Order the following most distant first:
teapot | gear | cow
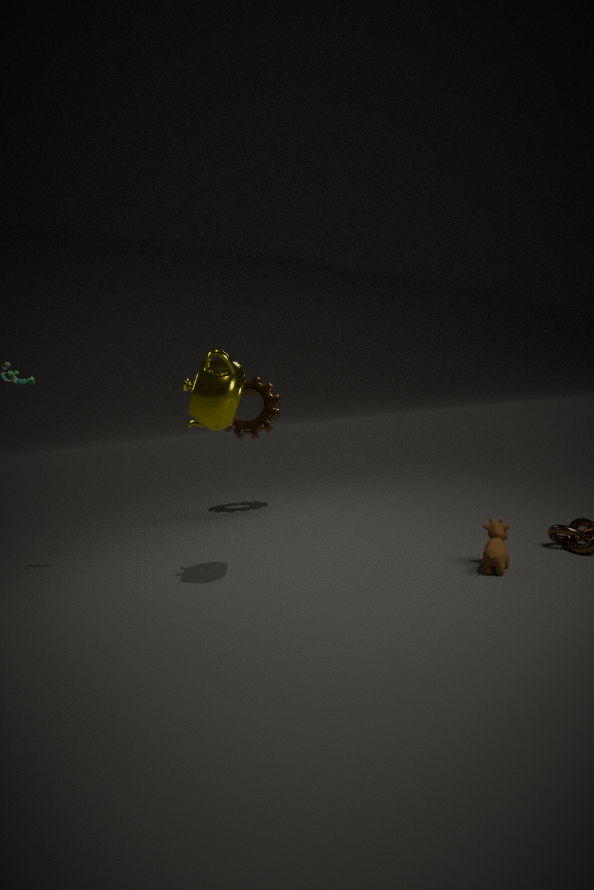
1. gear
2. cow
3. teapot
